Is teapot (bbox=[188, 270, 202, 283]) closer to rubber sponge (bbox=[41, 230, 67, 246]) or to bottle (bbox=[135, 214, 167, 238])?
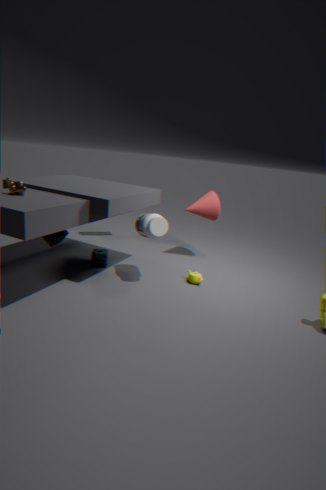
bottle (bbox=[135, 214, 167, 238])
